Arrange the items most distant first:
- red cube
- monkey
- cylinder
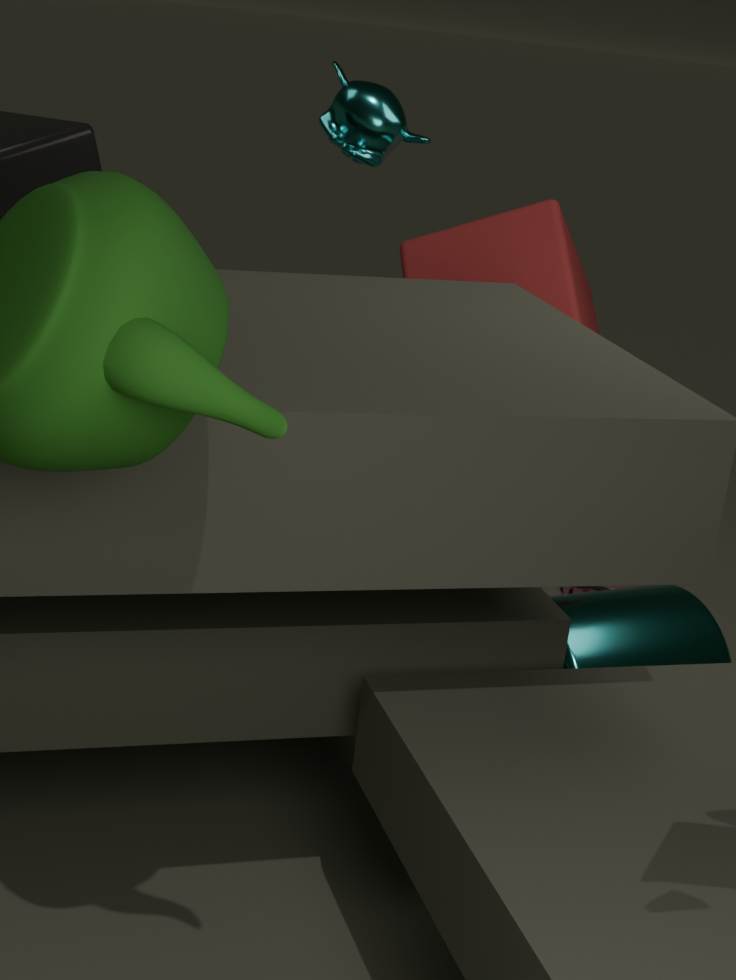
red cube < monkey < cylinder
